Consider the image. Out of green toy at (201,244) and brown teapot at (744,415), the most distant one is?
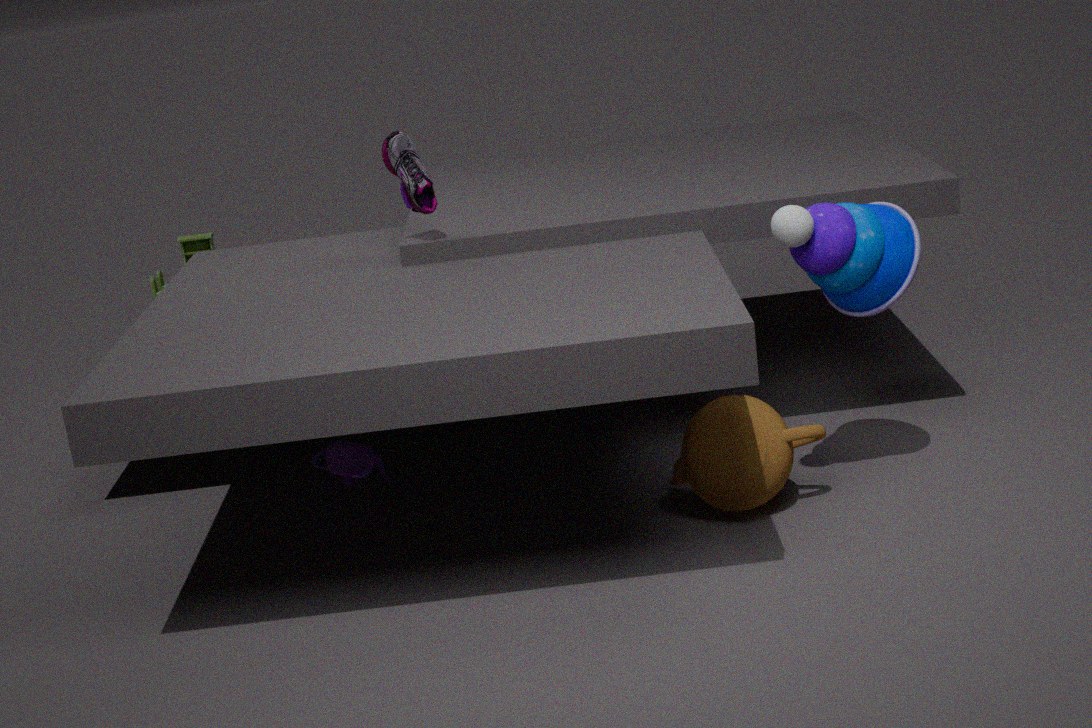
green toy at (201,244)
